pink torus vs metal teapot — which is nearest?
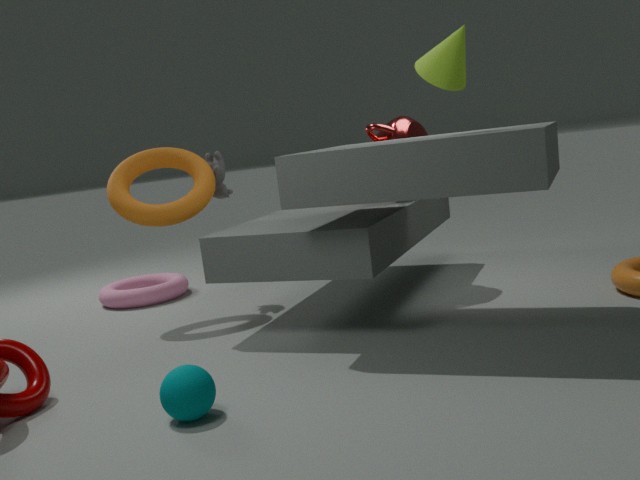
metal teapot
